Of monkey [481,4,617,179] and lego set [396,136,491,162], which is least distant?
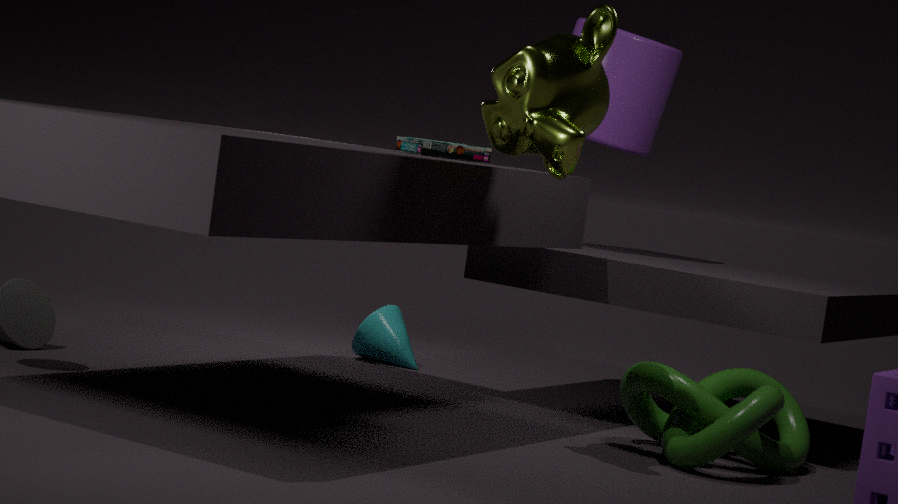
monkey [481,4,617,179]
